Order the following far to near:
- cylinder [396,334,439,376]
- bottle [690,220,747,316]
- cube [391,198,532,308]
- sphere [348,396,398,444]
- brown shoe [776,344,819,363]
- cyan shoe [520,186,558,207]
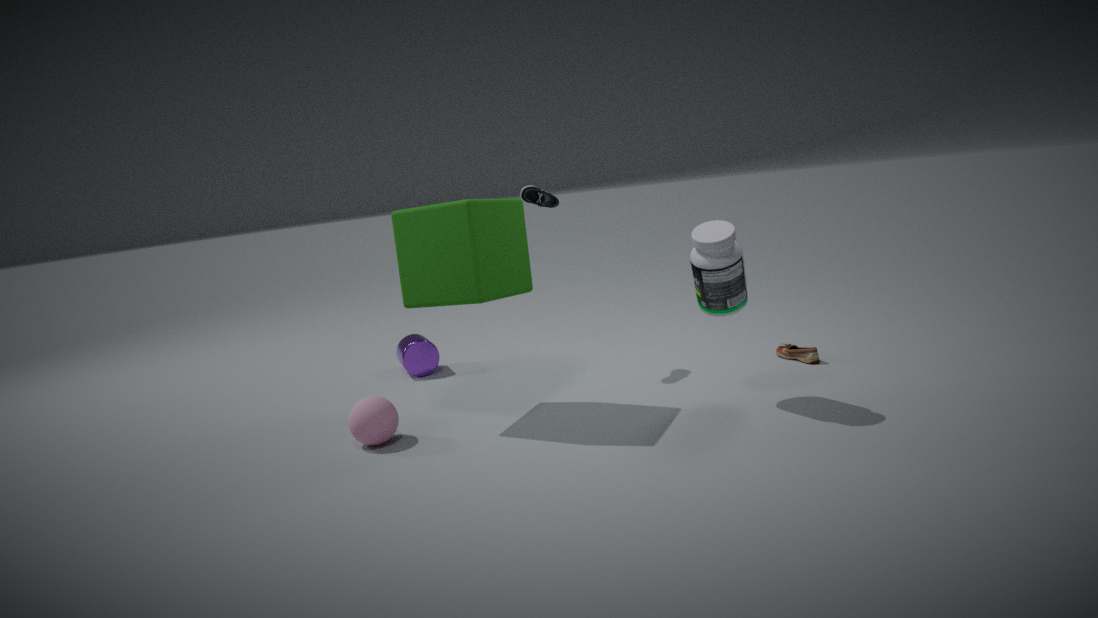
cylinder [396,334,439,376] → cyan shoe [520,186,558,207] → brown shoe [776,344,819,363] → sphere [348,396,398,444] → cube [391,198,532,308] → bottle [690,220,747,316]
